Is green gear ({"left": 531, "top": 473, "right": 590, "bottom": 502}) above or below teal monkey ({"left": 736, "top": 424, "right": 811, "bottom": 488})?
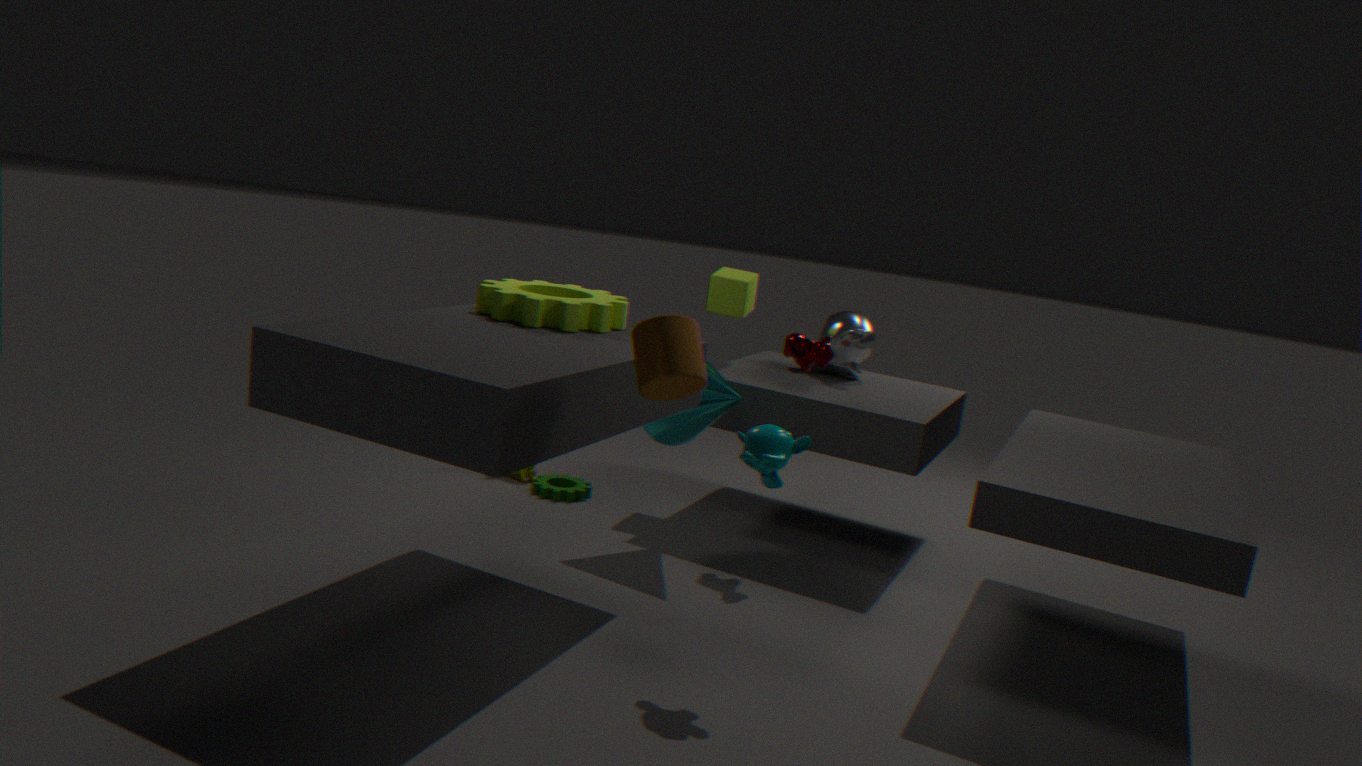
below
